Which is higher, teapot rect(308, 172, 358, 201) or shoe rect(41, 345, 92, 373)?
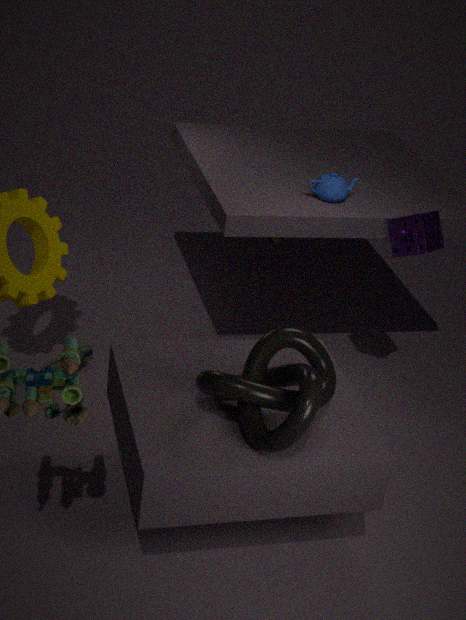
teapot rect(308, 172, 358, 201)
